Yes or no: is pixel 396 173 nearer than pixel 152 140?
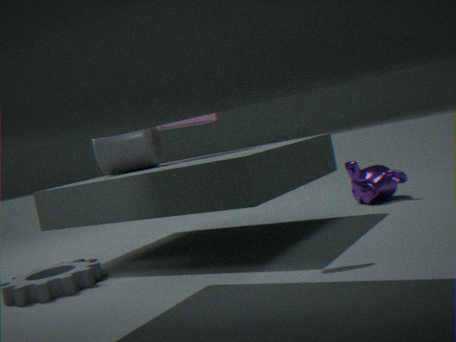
No
